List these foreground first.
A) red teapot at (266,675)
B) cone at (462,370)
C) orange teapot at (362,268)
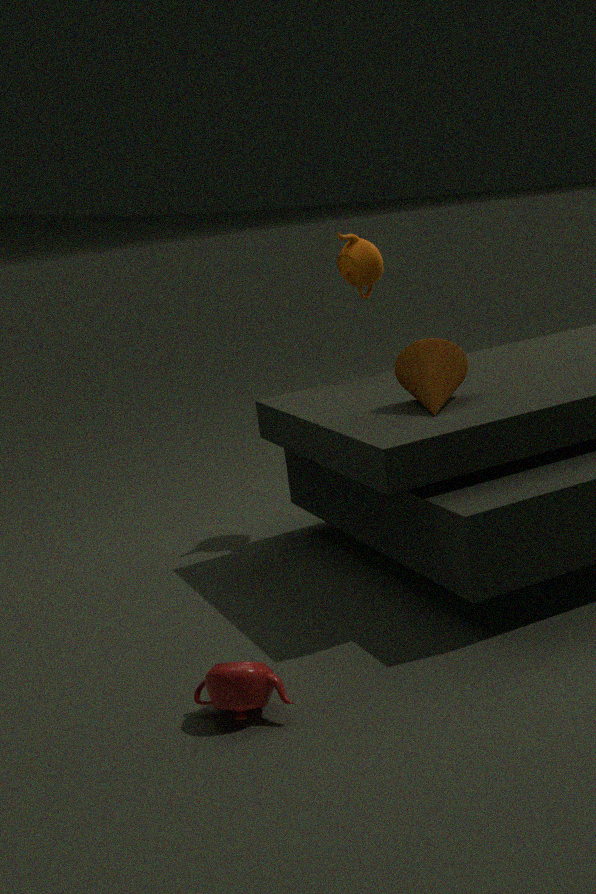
red teapot at (266,675), cone at (462,370), orange teapot at (362,268)
